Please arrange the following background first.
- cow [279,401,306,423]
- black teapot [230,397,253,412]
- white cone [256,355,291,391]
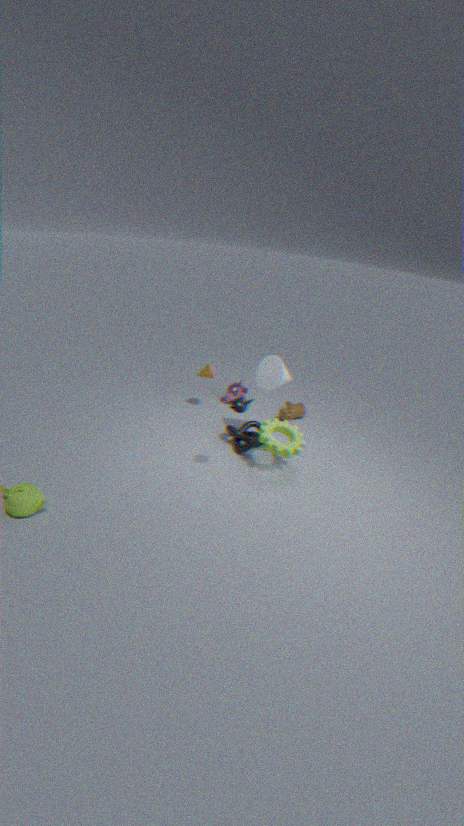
1. cow [279,401,306,423]
2. white cone [256,355,291,391]
3. black teapot [230,397,253,412]
